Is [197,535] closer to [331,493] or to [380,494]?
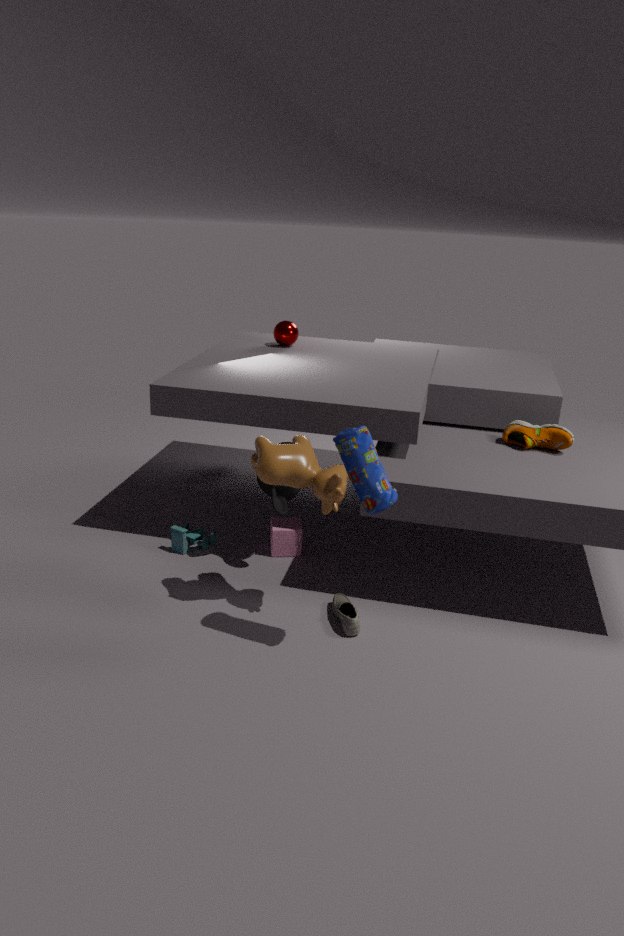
[331,493]
